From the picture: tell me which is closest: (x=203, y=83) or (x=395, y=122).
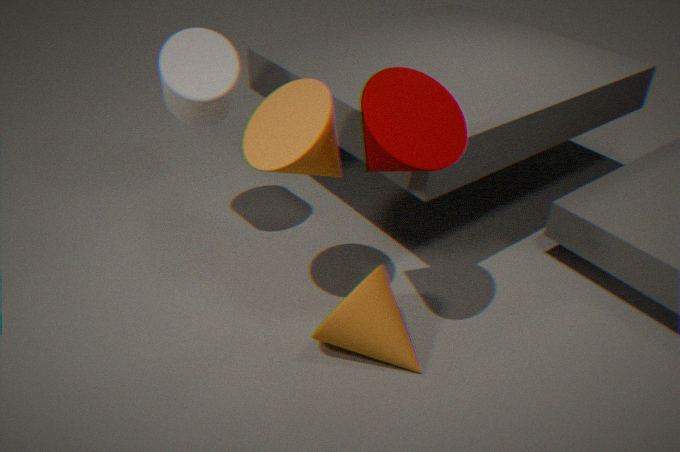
(x=395, y=122)
